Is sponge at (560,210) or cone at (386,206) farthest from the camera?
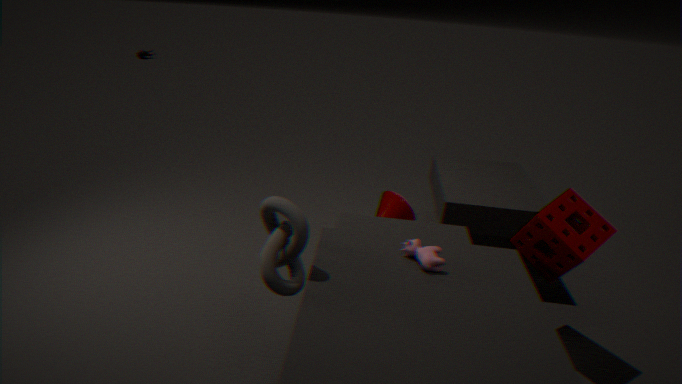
cone at (386,206)
